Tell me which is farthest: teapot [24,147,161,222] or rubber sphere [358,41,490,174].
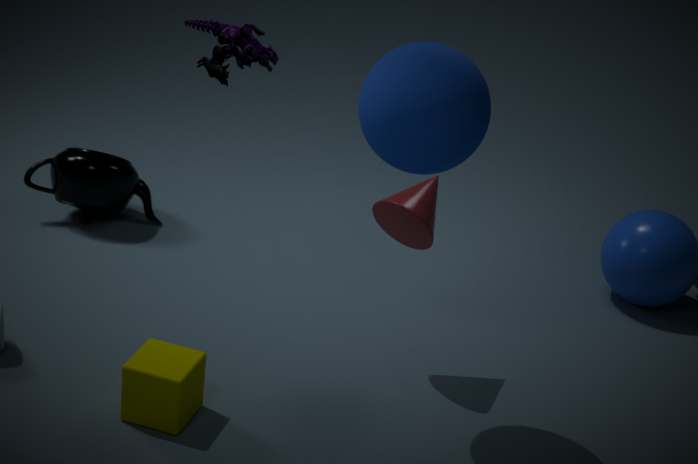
teapot [24,147,161,222]
